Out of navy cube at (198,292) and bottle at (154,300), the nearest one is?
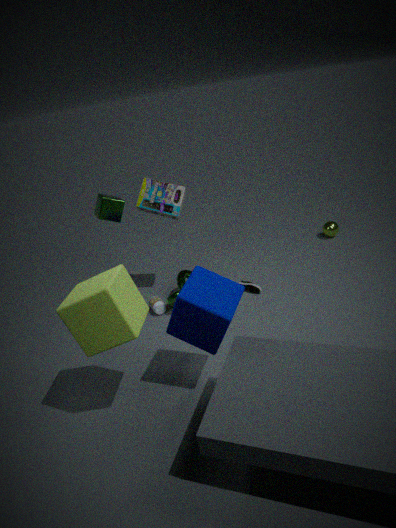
navy cube at (198,292)
